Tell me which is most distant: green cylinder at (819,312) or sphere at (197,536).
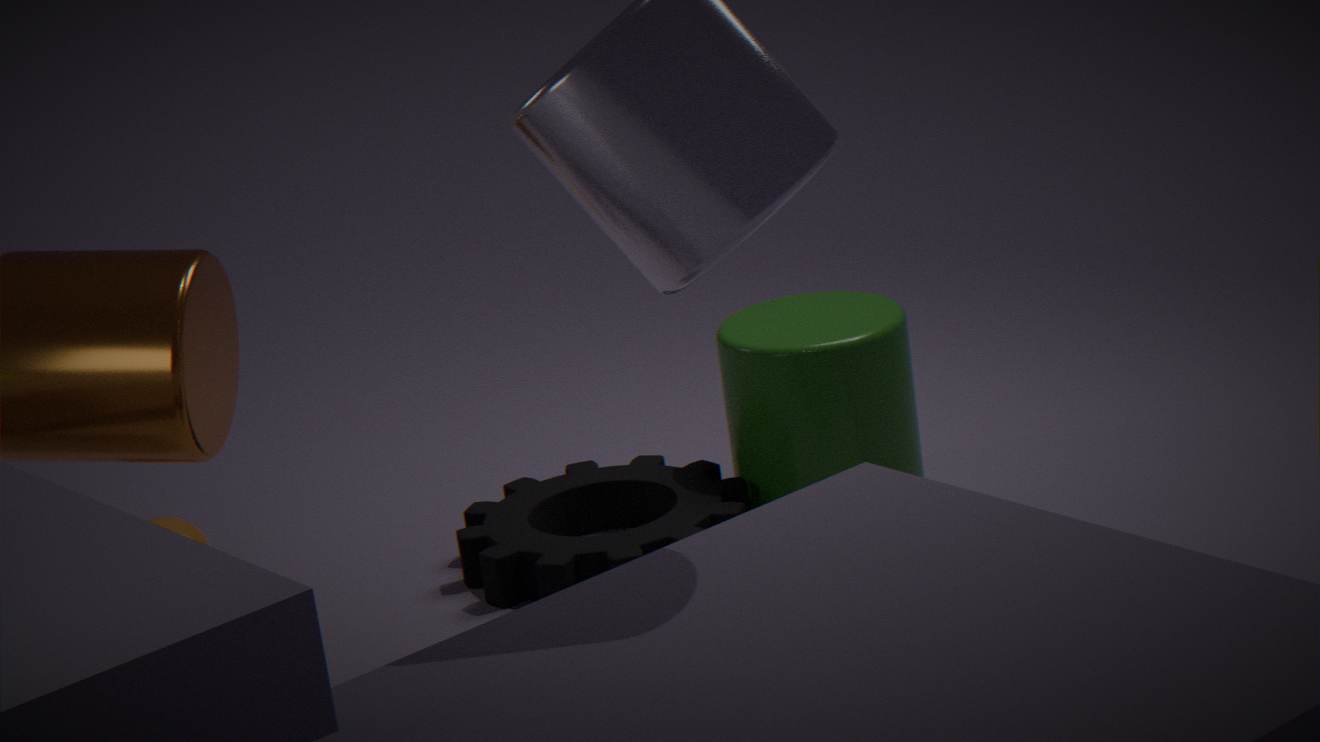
sphere at (197,536)
